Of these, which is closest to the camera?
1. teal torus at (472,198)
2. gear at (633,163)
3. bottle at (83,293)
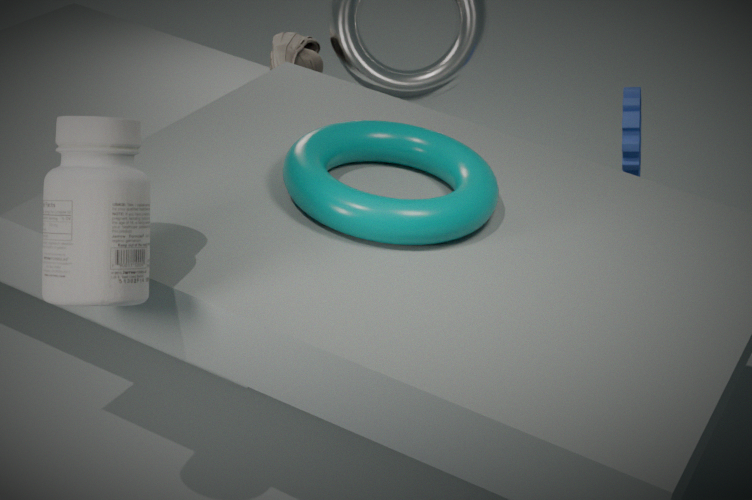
bottle at (83,293)
